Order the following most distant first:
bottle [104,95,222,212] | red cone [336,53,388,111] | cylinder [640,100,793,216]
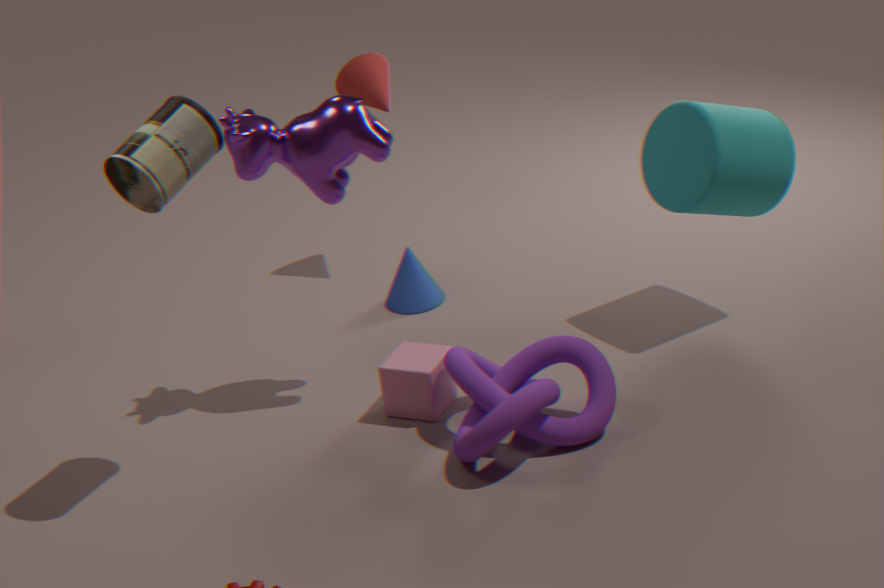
red cone [336,53,388,111], cylinder [640,100,793,216], bottle [104,95,222,212]
